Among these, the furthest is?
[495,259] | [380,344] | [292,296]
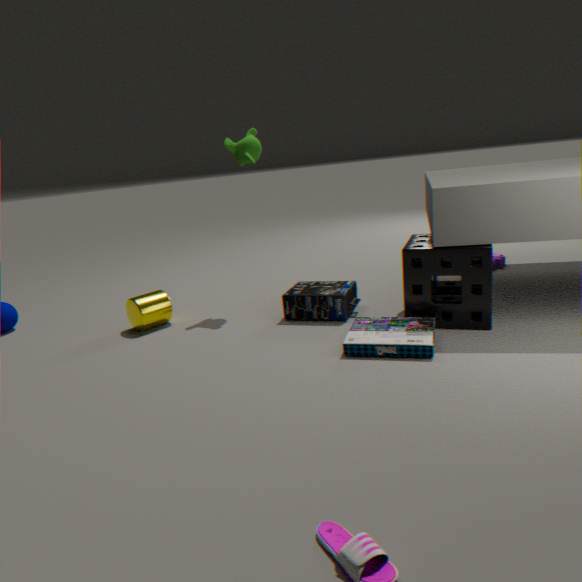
[495,259]
